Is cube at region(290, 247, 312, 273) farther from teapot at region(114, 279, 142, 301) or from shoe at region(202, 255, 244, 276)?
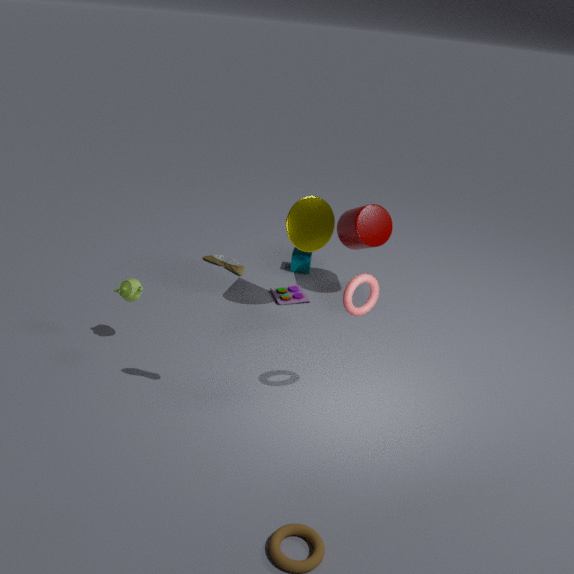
shoe at region(202, 255, 244, 276)
